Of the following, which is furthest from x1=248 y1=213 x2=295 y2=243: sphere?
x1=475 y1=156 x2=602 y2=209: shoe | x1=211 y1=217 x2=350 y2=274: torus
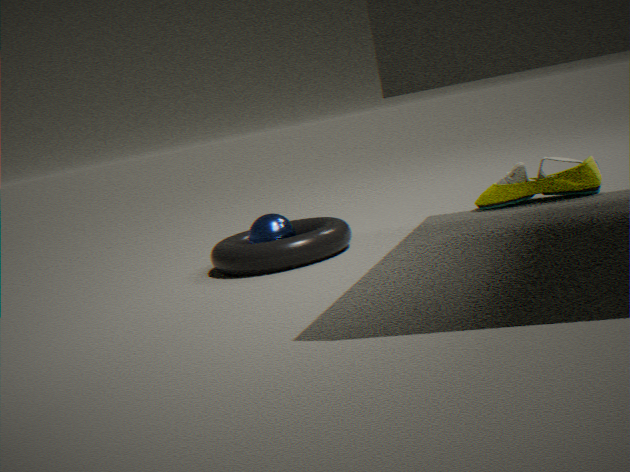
x1=475 y1=156 x2=602 y2=209: shoe
